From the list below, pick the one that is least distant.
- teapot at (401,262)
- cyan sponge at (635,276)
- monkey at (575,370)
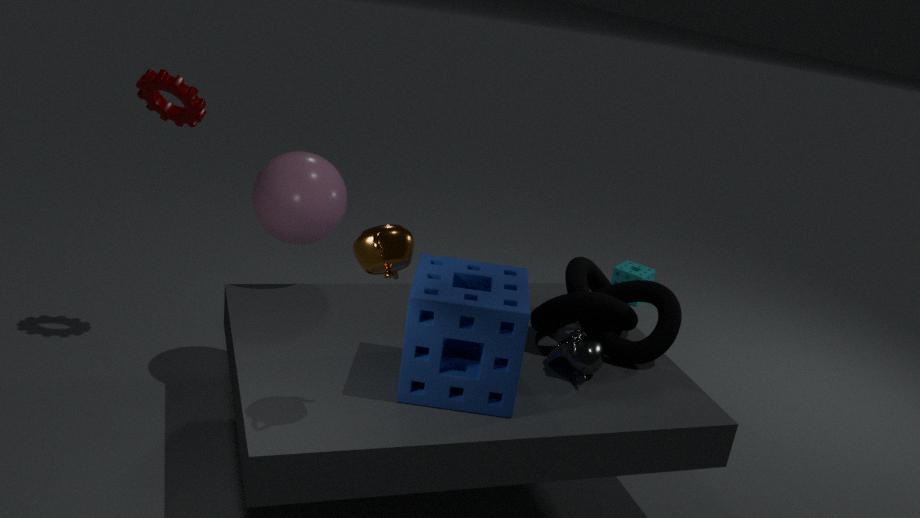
teapot at (401,262)
